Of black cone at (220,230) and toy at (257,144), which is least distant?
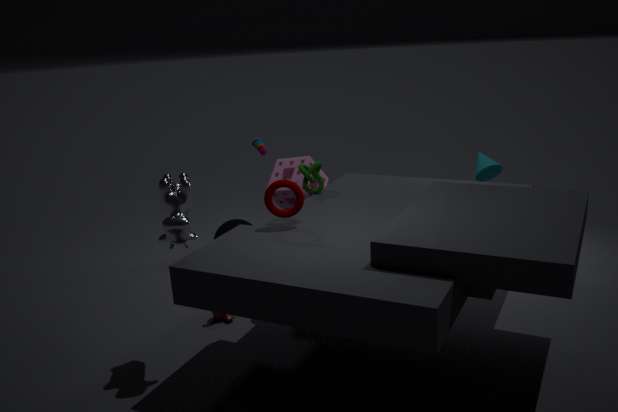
toy at (257,144)
